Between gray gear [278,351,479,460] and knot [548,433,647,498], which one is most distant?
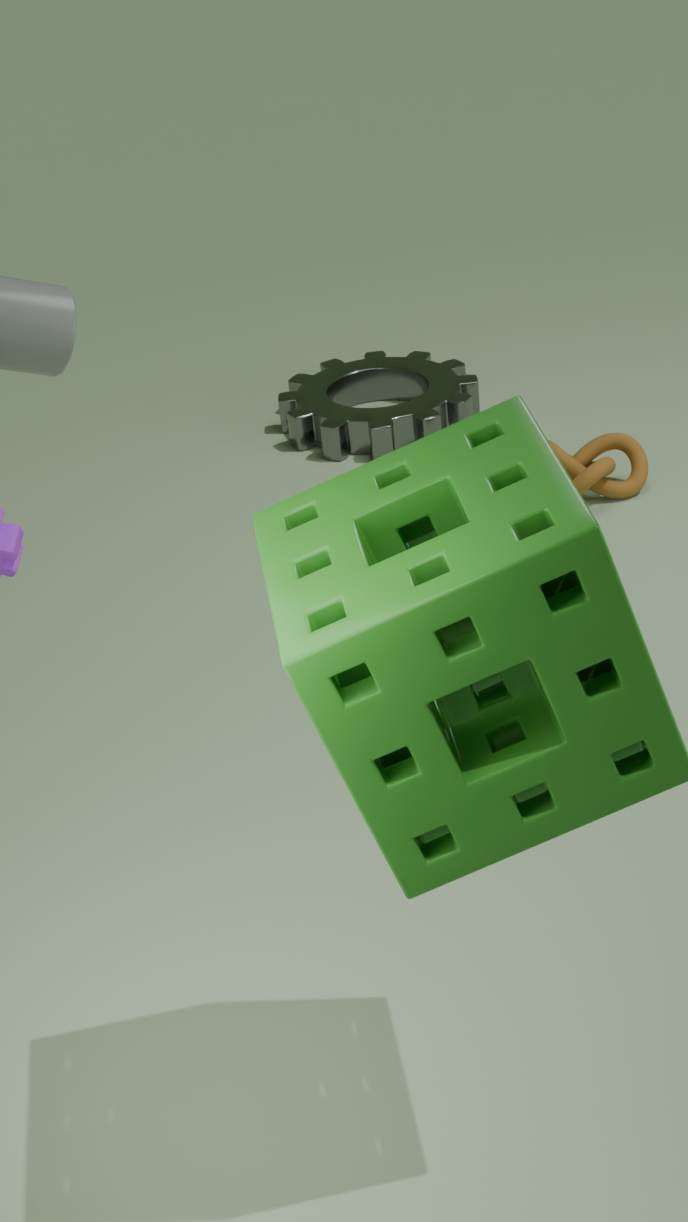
gray gear [278,351,479,460]
